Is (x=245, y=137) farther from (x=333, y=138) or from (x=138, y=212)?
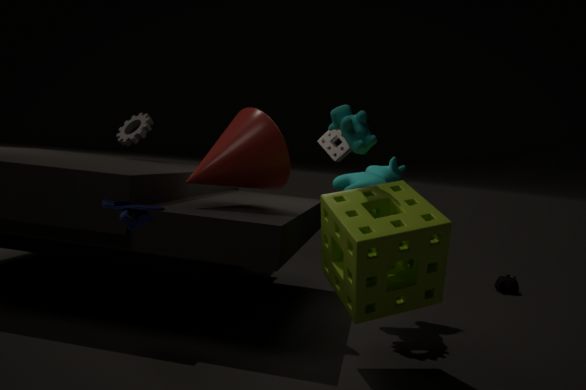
(x=333, y=138)
